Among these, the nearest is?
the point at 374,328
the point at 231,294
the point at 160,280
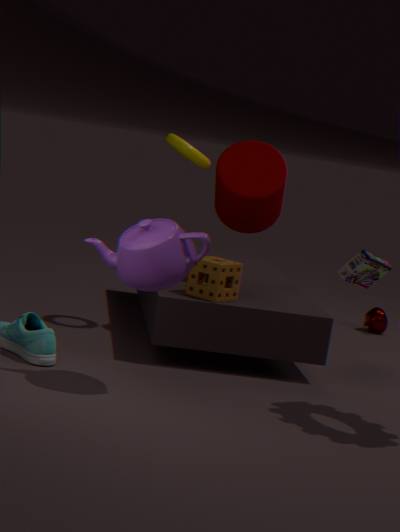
the point at 160,280
